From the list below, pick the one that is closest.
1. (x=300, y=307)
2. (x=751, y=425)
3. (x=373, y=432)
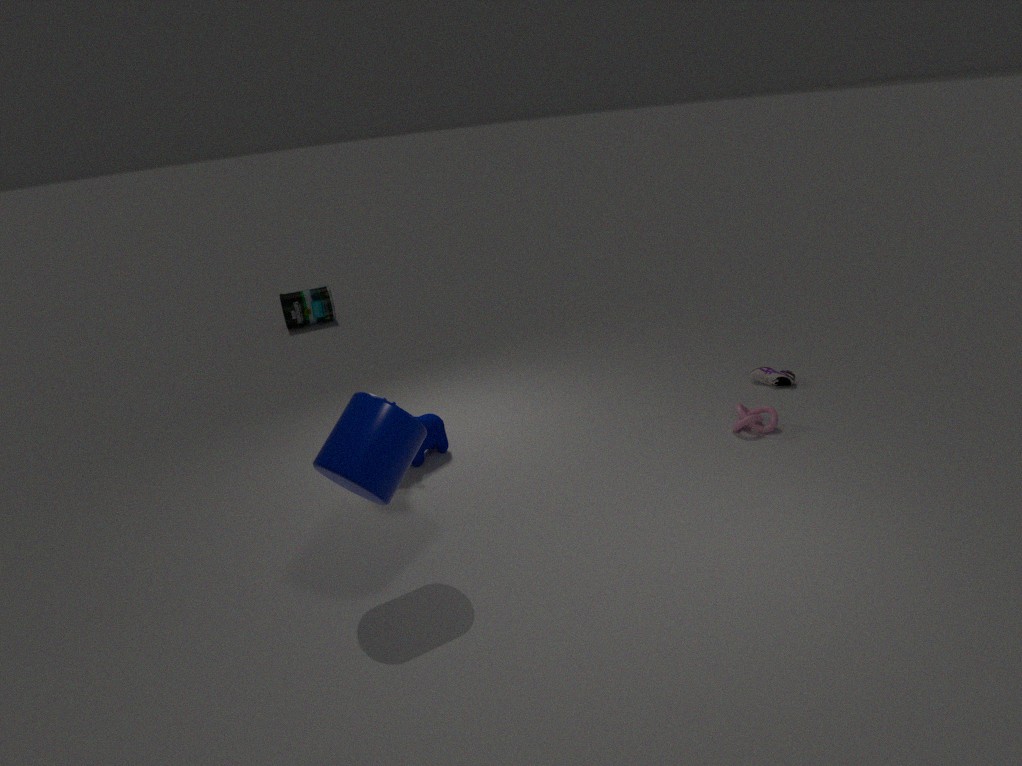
(x=373, y=432)
